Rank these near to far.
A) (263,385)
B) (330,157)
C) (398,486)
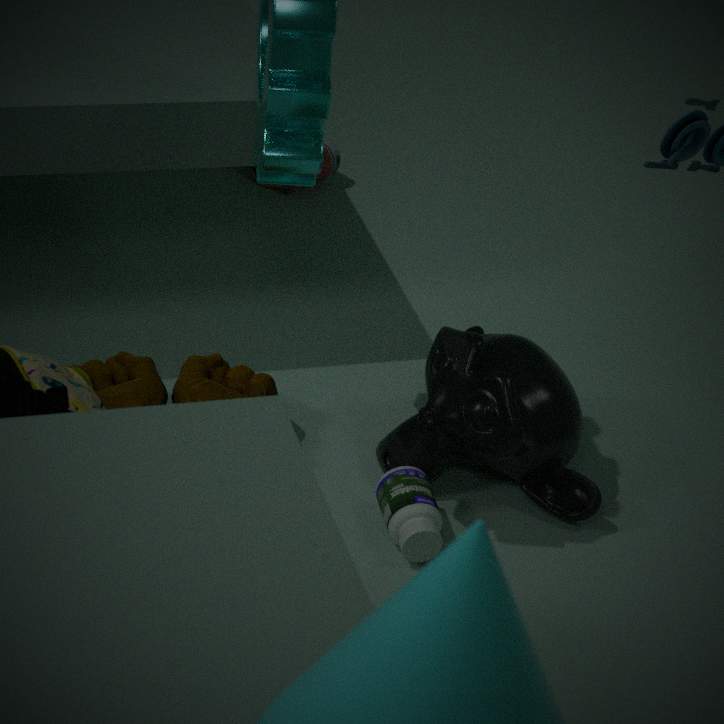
(398,486)
(263,385)
(330,157)
